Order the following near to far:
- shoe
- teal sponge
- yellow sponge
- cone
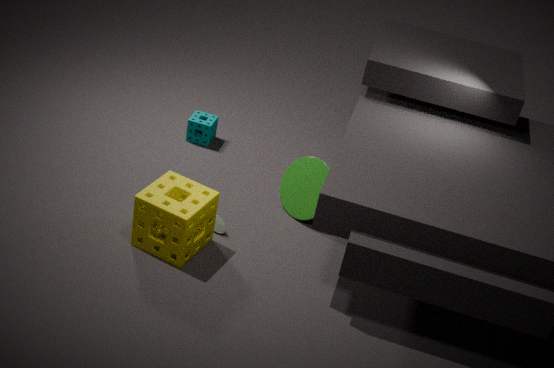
yellow sponge, shoe, cone, teal sponge
